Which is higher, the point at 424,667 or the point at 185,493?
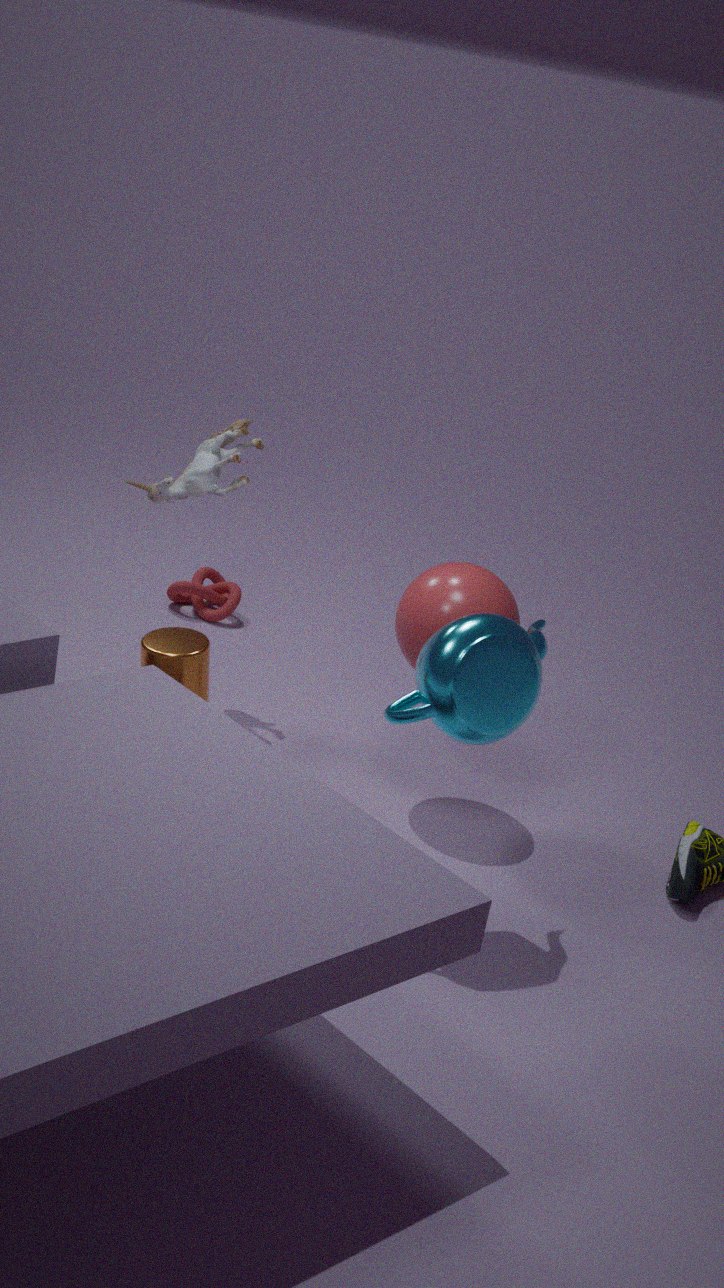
the point at 185,493
